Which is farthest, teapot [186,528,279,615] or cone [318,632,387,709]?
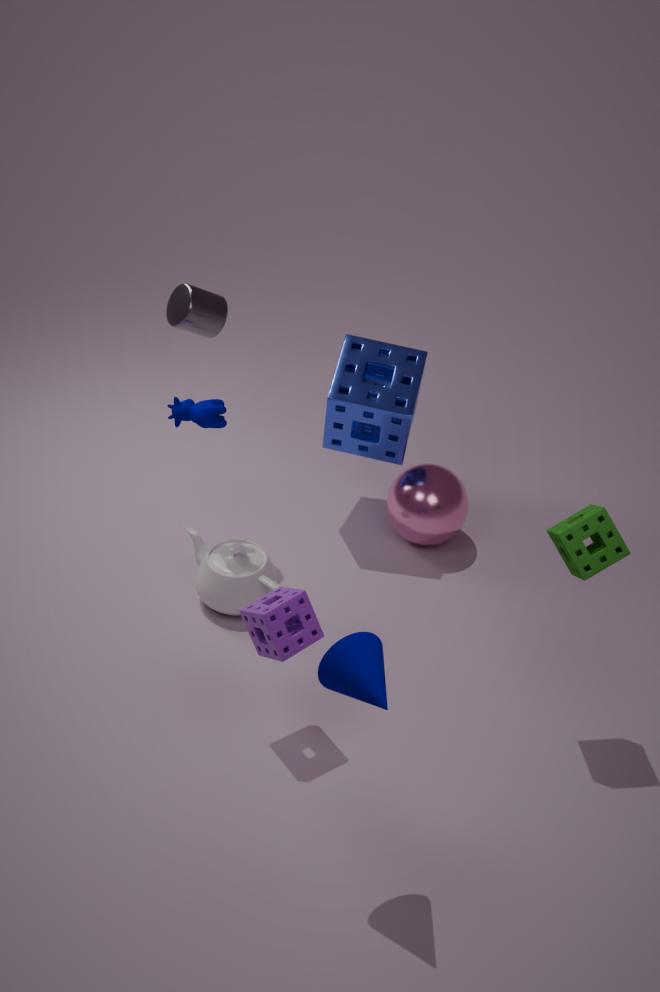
teapot [186,528,279,615]
